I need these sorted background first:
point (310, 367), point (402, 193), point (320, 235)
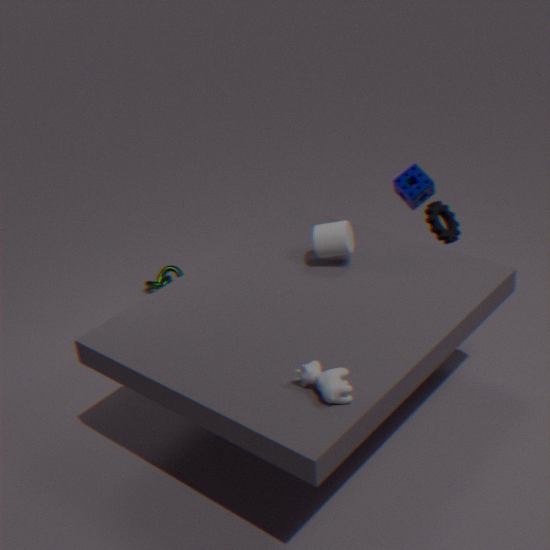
1. point (402, 193)
2. point (320, 235)
3. point (310, 367)
